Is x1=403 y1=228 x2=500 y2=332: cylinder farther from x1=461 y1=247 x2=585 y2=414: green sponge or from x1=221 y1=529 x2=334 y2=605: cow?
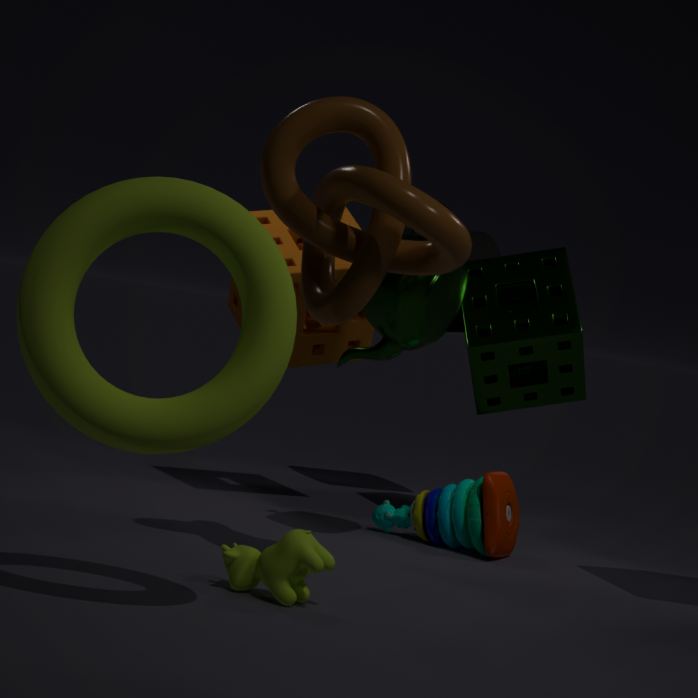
x1=221 y1=529 x2=334 y2=605: cow
